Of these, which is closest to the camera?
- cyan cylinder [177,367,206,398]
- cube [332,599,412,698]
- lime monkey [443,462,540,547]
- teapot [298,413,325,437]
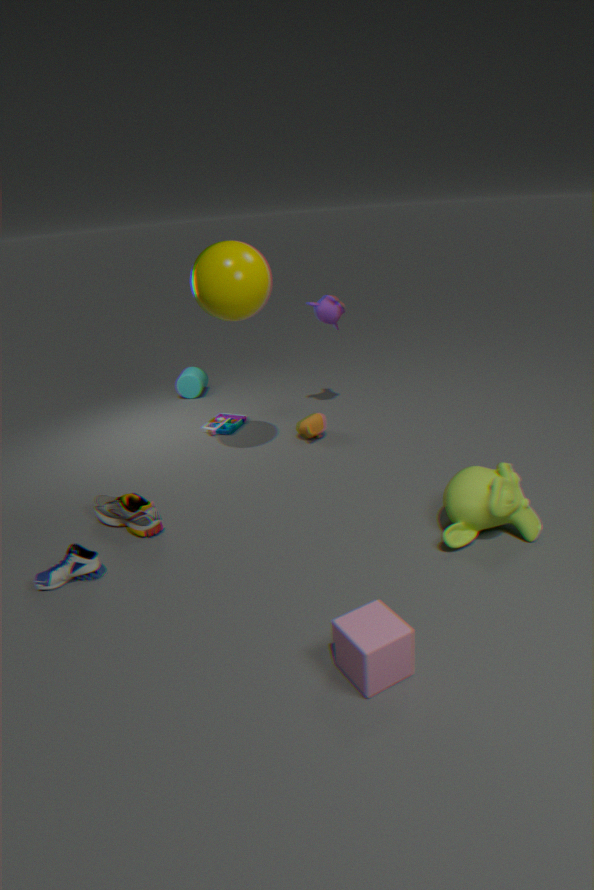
cube [332,599,412,698]
